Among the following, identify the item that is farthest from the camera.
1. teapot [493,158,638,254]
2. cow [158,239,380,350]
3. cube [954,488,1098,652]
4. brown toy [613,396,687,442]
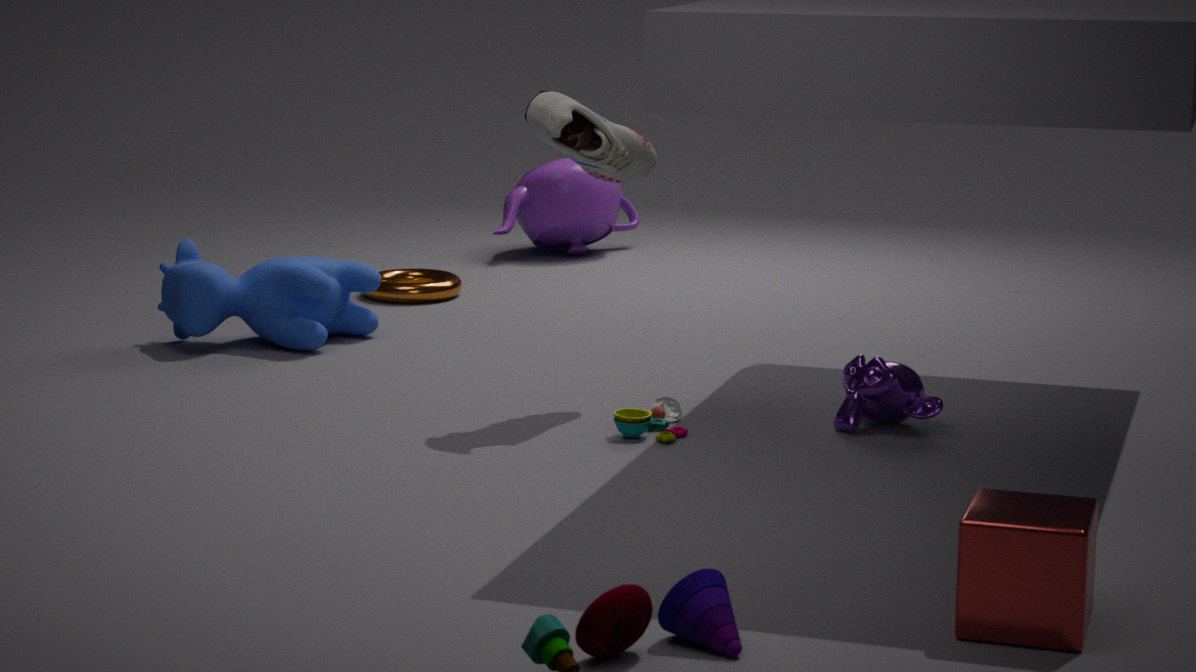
teapot [493,158,638,254]
